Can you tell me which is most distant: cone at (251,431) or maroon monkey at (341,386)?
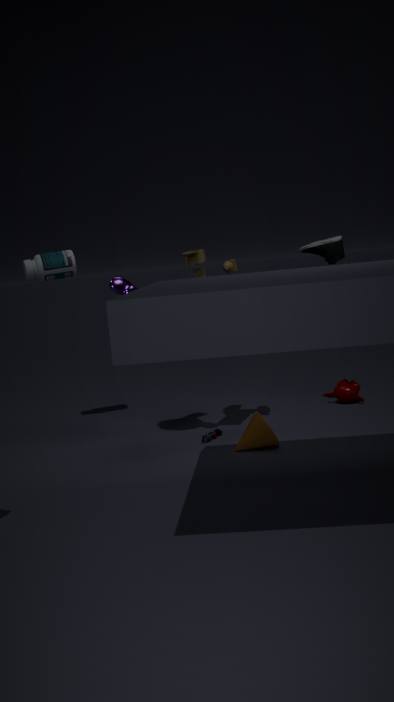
maroon monkey at (341,386)
